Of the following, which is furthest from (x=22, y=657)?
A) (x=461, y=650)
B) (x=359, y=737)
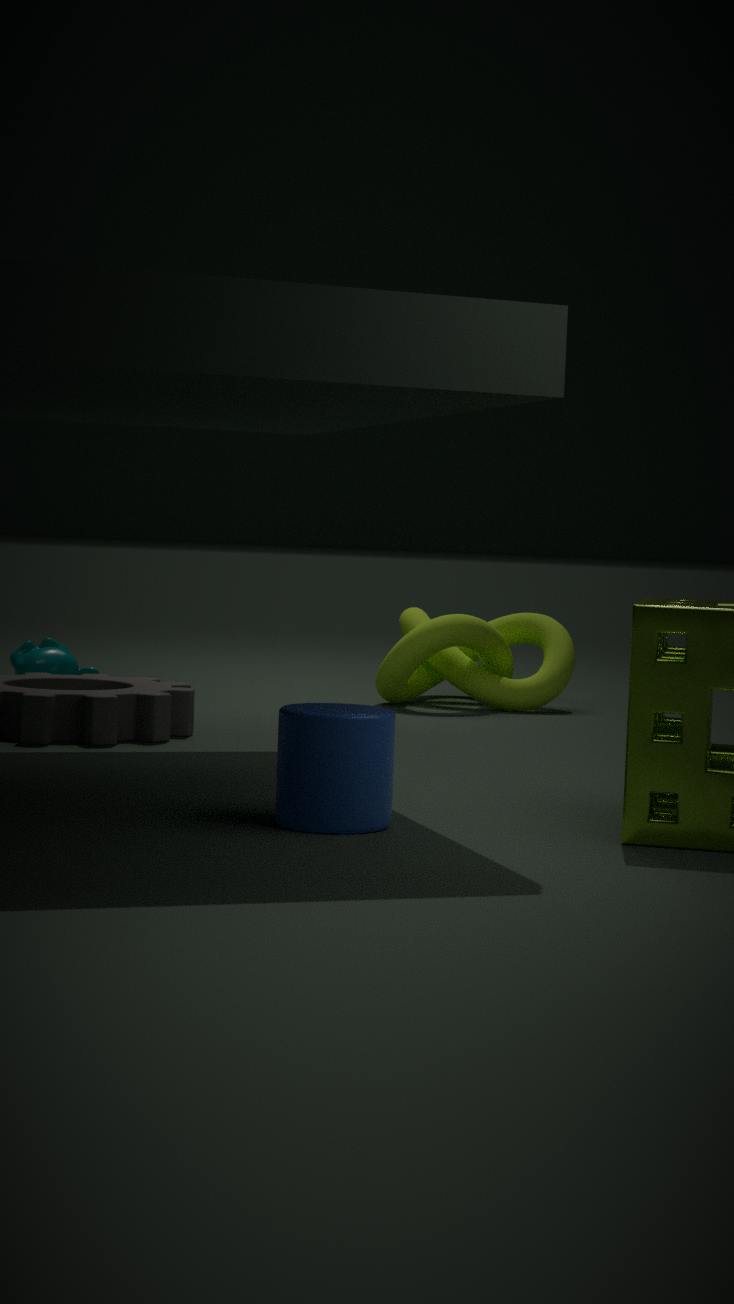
(x=359, y=737)
